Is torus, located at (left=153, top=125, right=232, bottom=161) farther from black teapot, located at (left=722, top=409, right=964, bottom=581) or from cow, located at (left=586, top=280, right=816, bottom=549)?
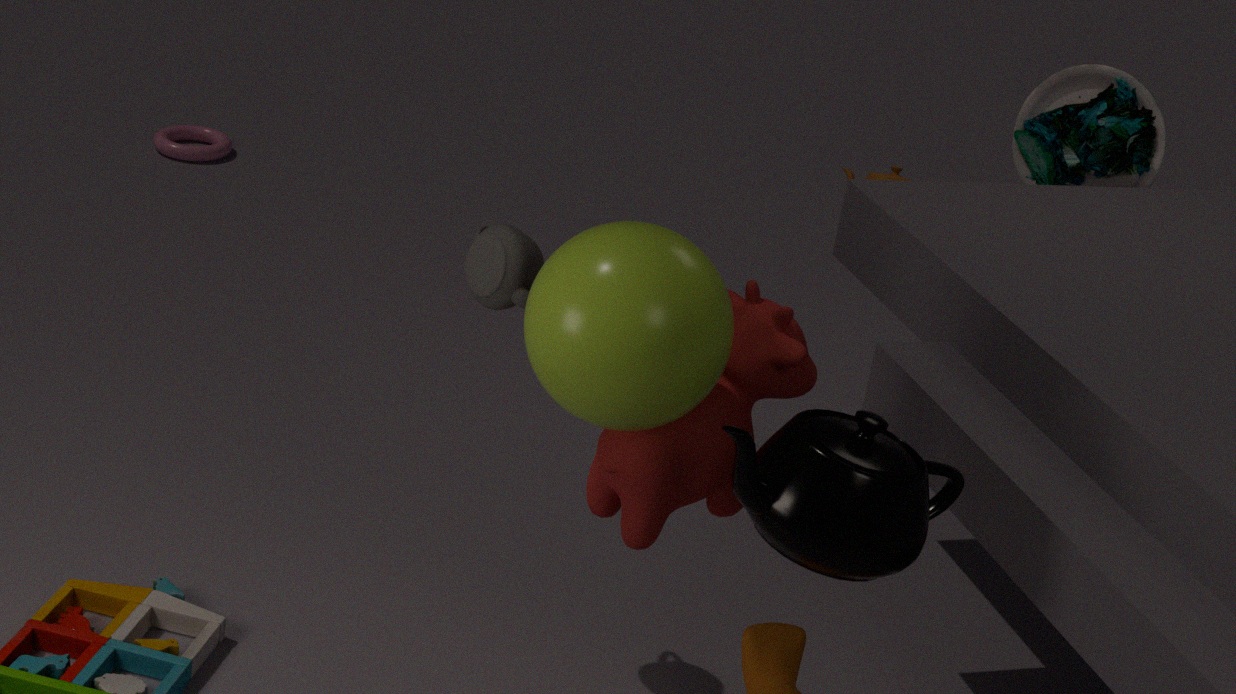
black teapot, located at (left=722, top=409, right=964, bottom=581)
